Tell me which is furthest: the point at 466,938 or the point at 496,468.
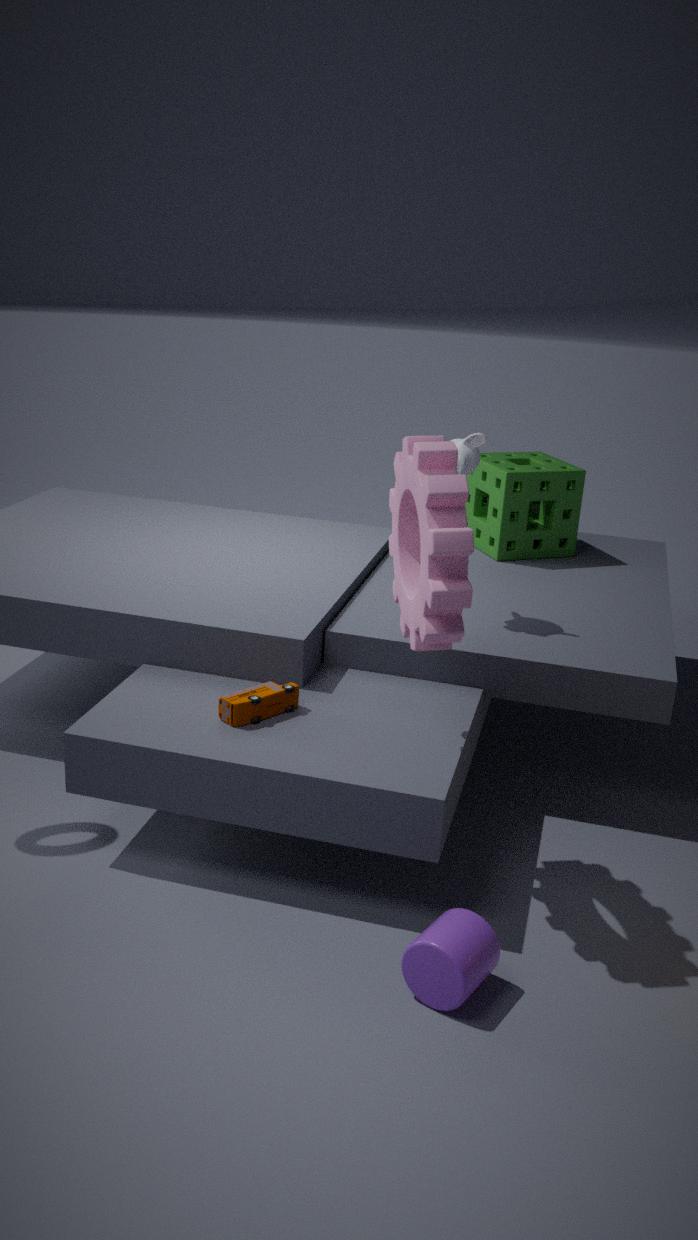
the point at 496,468
